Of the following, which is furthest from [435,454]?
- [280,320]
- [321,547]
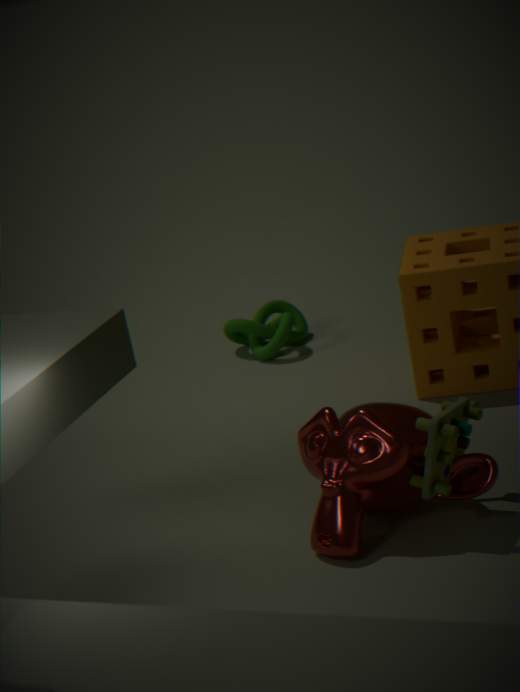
[280,320]
